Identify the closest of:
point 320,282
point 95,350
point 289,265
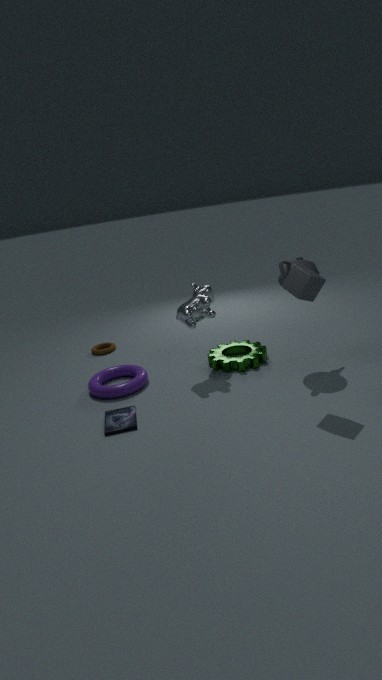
point 320,282
